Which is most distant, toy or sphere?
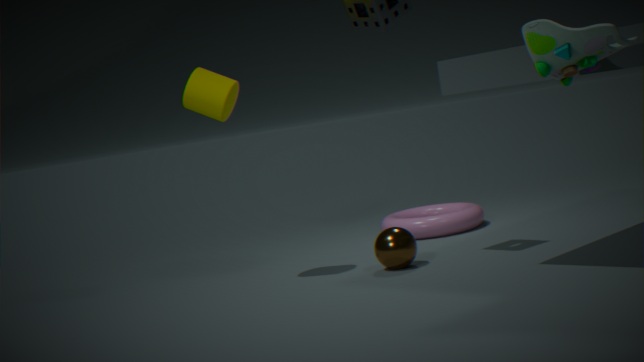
sphere
